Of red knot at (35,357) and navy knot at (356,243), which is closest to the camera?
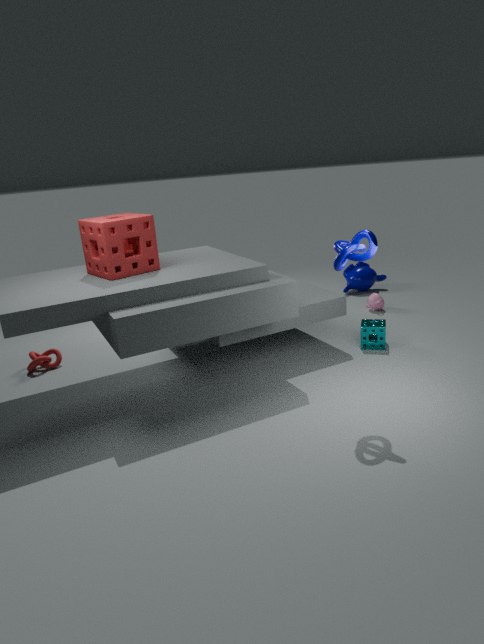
navy knot at (356,243)
